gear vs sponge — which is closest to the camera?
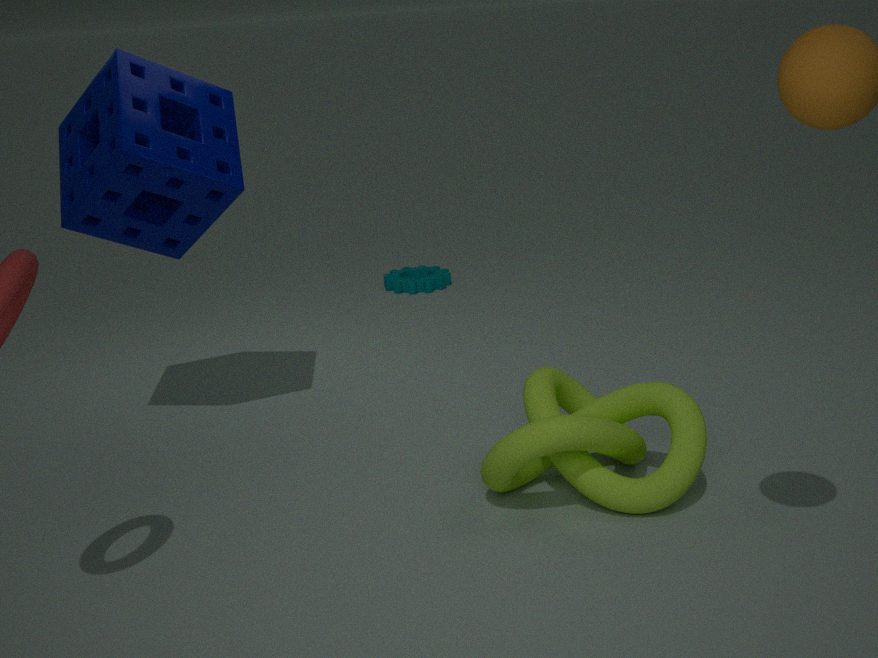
sponge
